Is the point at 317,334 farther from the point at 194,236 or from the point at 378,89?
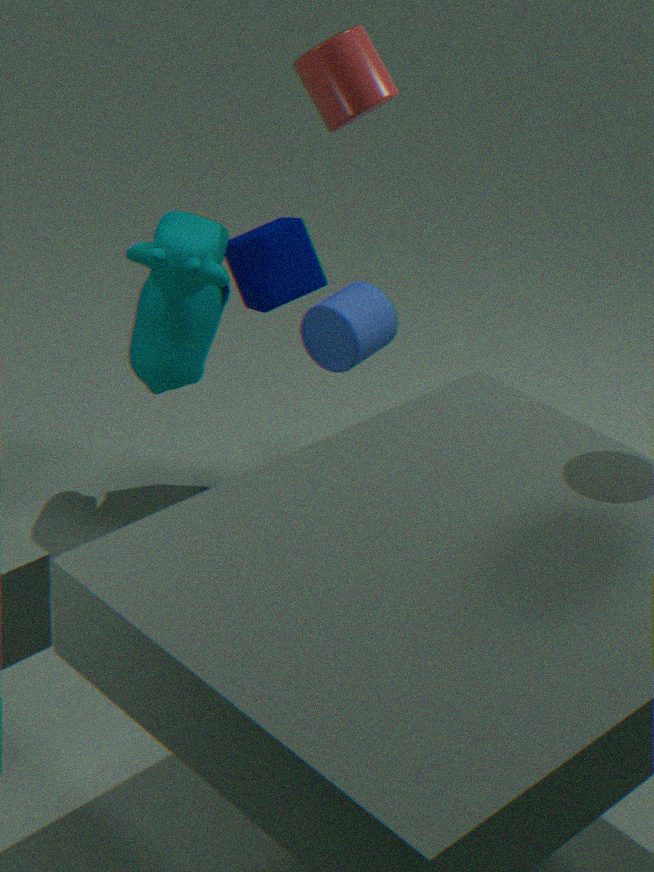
the point at 378,89
